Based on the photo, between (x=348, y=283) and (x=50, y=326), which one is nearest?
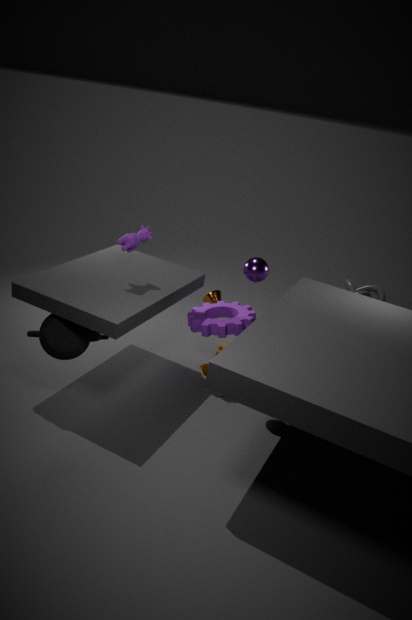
(x=50, y=326)
